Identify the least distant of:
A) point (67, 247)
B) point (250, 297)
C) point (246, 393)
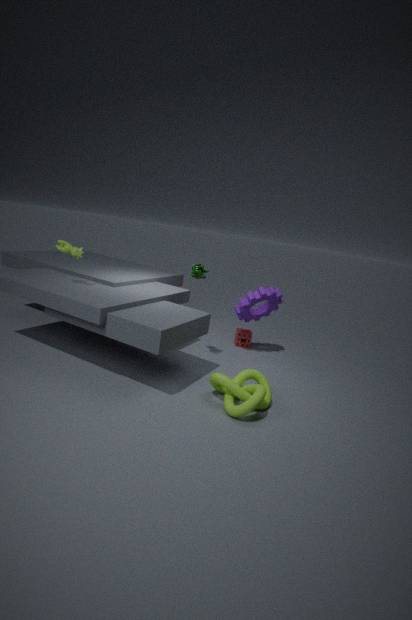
point (246, 393)
